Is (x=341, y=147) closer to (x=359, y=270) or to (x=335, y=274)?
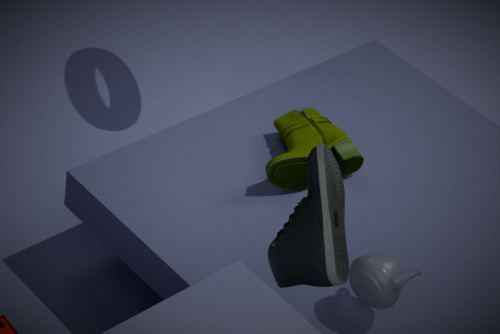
(x=359, y=270)
